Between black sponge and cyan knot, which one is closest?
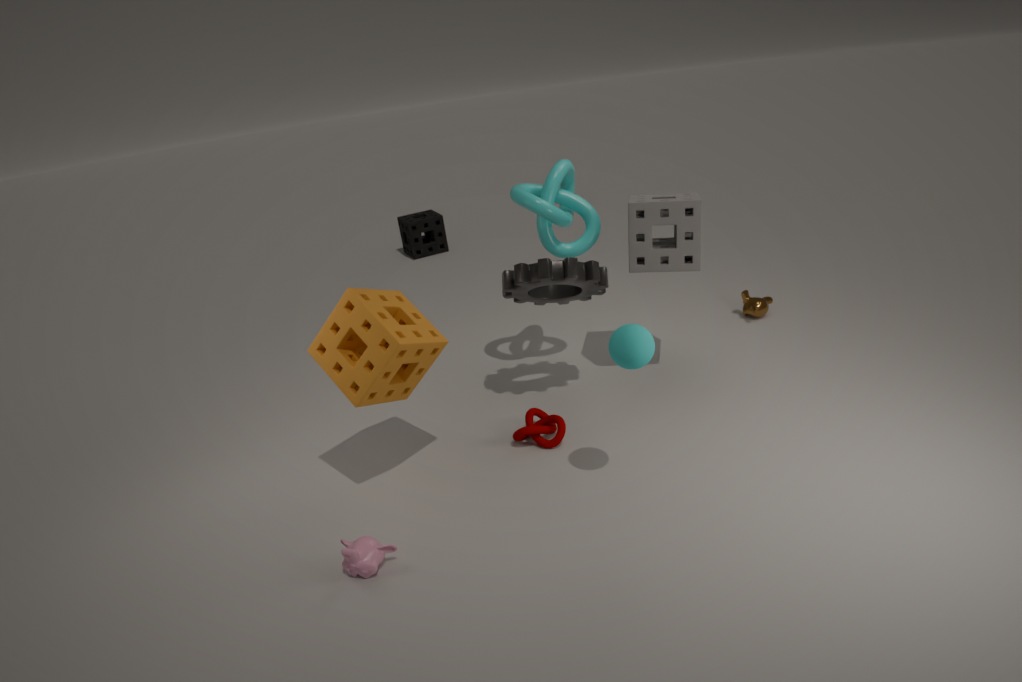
cyan knot
